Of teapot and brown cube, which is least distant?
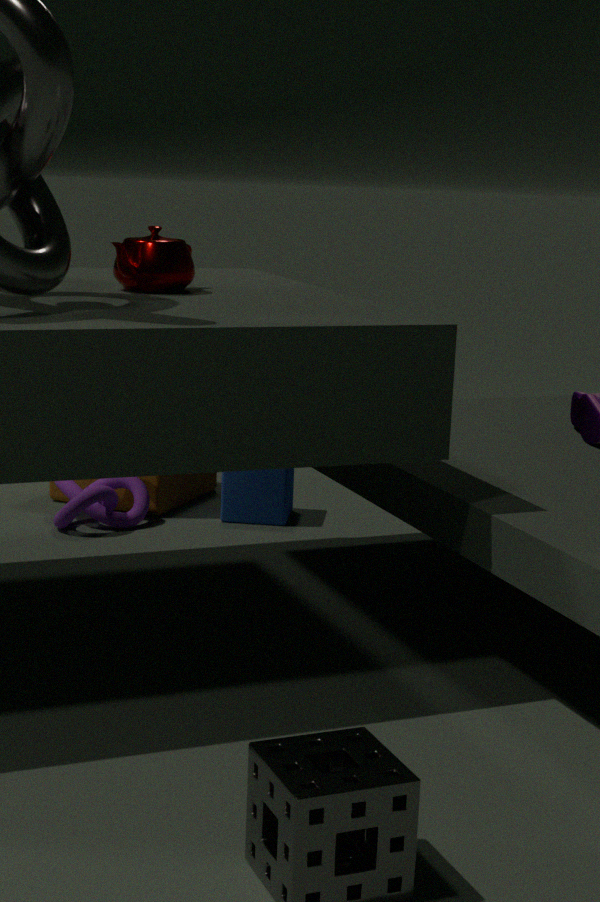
teapot
